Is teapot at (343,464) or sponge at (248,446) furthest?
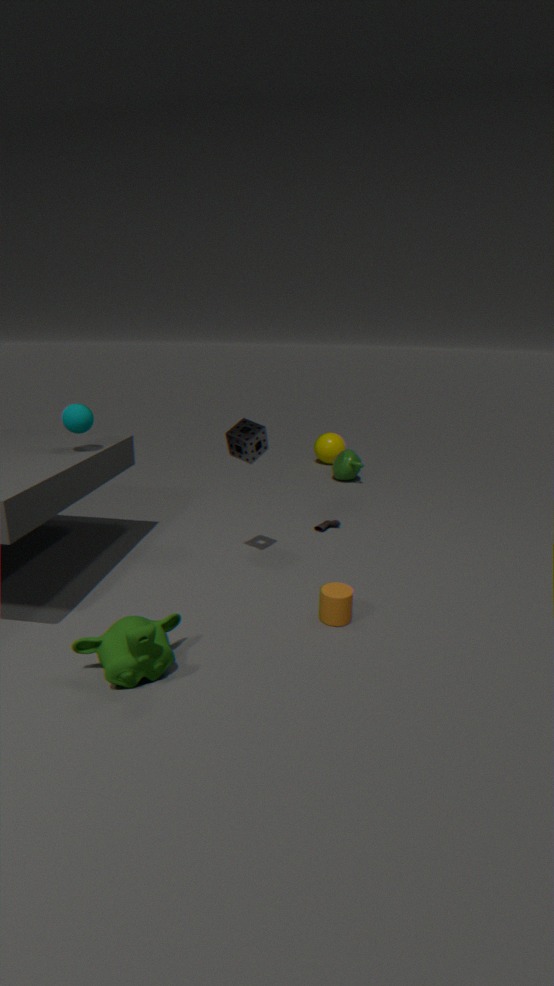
teapot at (343,464)
